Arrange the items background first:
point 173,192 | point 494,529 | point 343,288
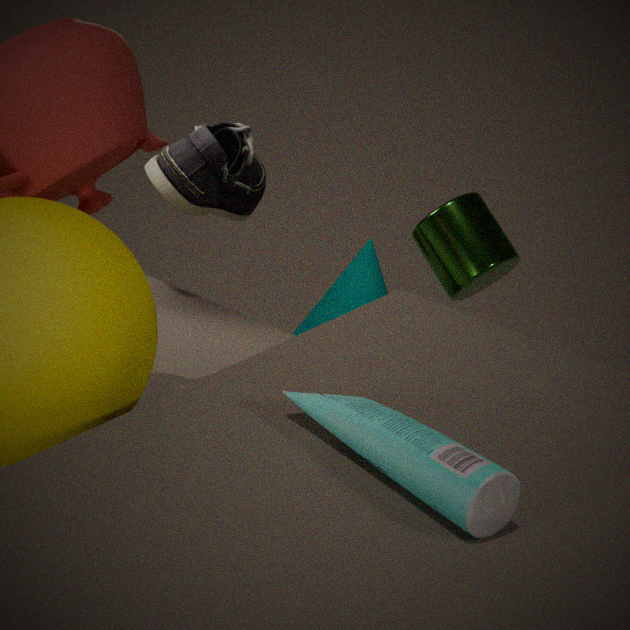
point 343,288 → point 173,192 → point 494,529
